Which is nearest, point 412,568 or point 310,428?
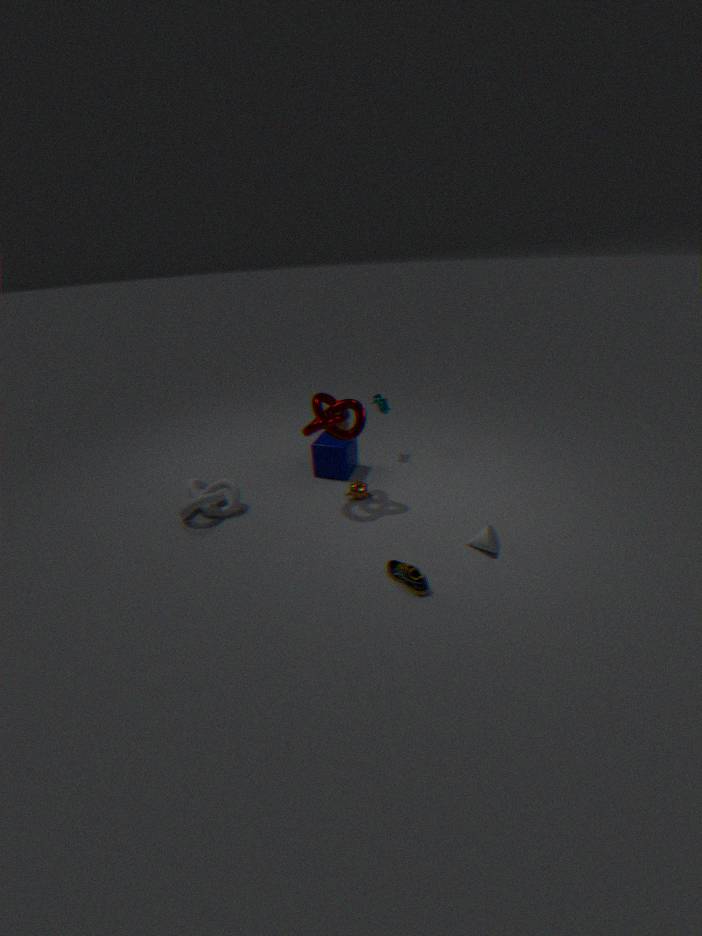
point 412,568
